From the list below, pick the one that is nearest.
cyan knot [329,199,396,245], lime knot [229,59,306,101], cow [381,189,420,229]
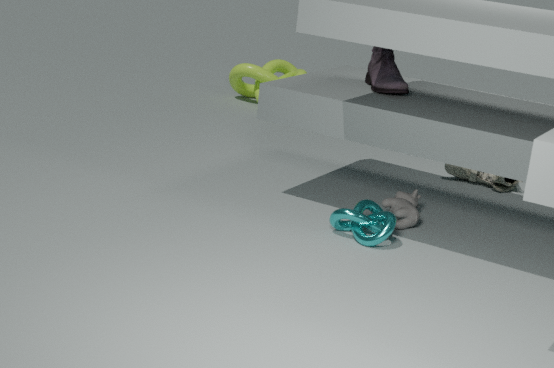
cyan knot [329,199,396,245]
